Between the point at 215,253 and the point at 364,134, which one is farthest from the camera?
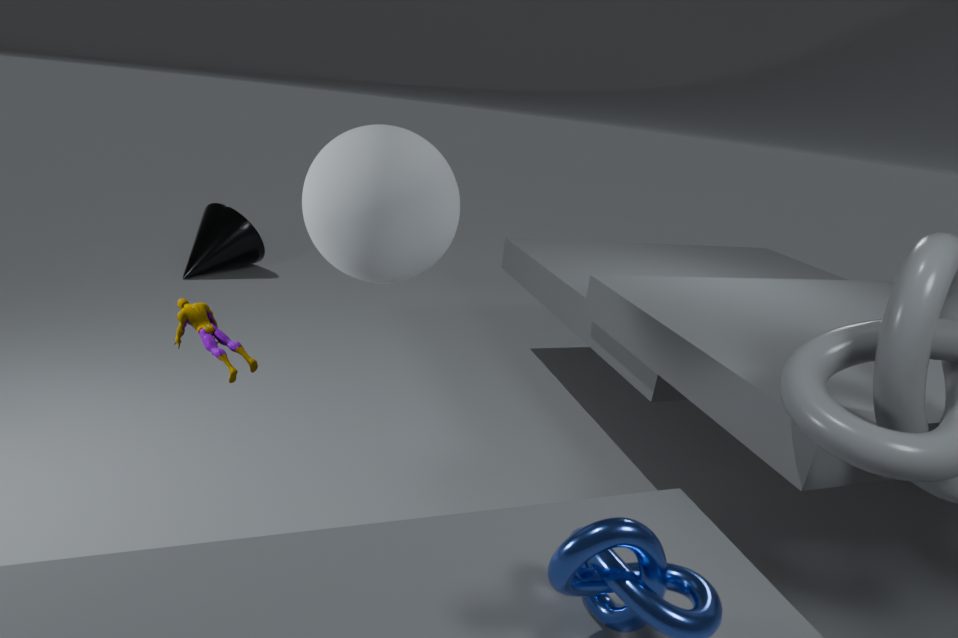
the point at 215,253
